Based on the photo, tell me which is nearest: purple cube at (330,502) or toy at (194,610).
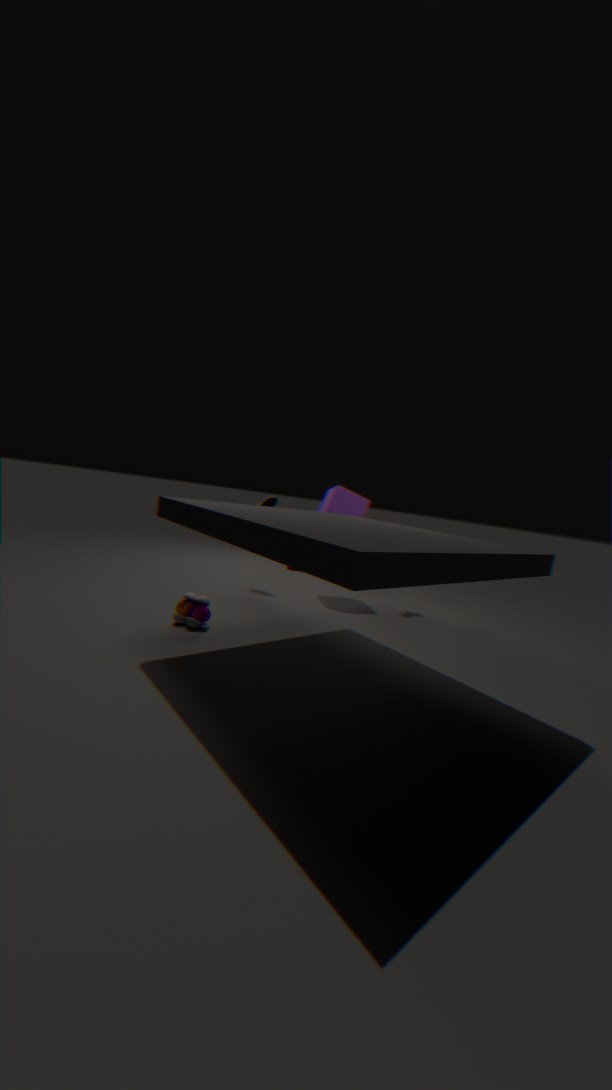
toy at (194,610)
